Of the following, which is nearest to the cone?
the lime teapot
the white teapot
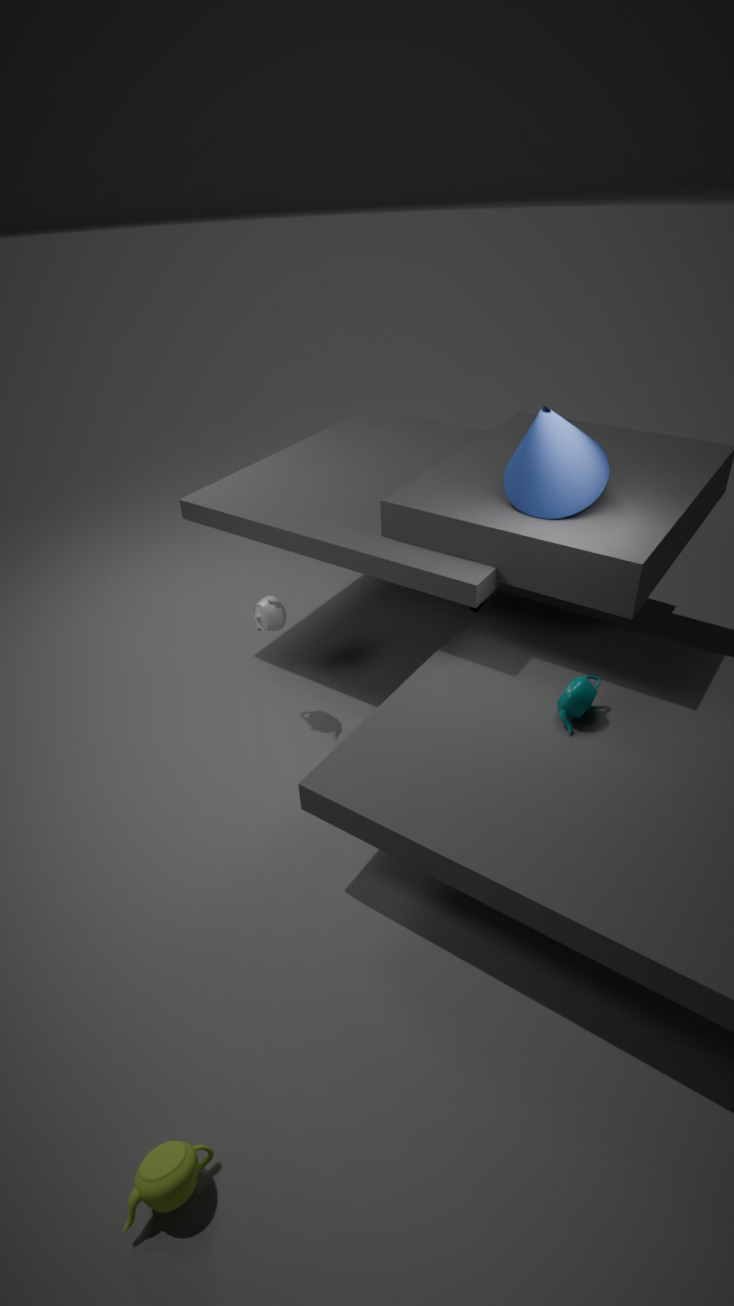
the white teapot
